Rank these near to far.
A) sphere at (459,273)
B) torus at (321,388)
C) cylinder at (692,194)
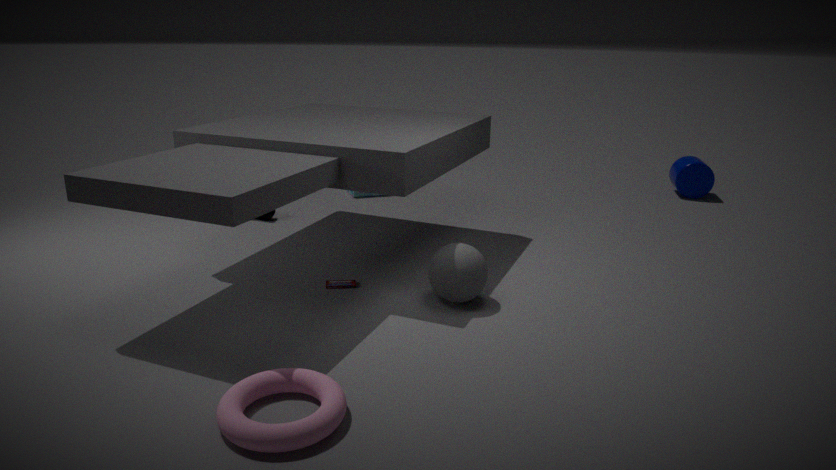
torus at (321,388), sphere at (459,273), cylinder at (692,194)
